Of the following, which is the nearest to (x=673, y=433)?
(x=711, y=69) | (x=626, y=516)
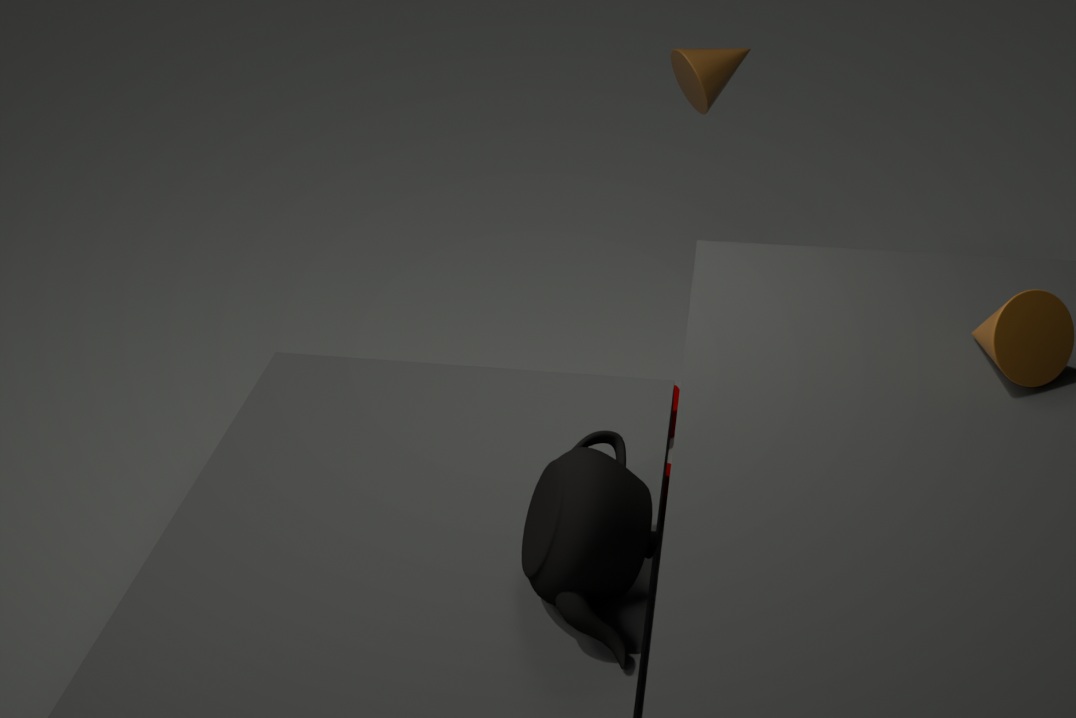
(x=626, y=516)
